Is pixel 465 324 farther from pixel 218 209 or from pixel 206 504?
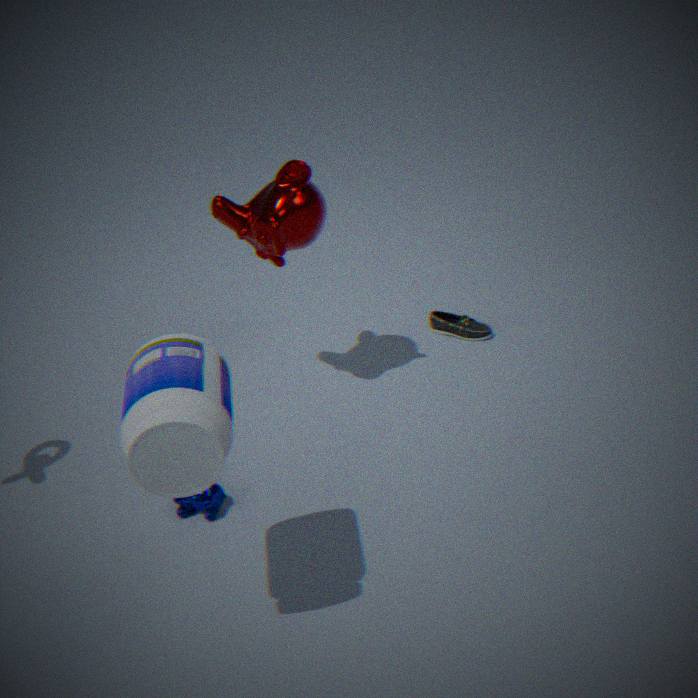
pixel 206 504
